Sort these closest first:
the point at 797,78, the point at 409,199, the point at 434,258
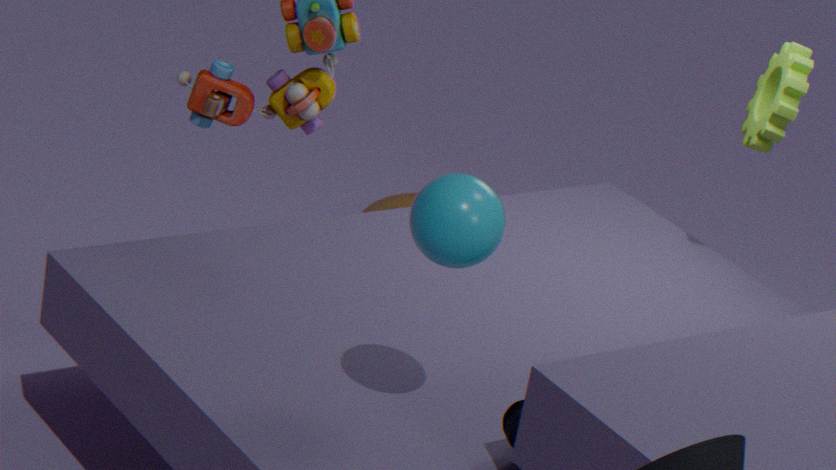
the point at 434,258
the point at 797,78
the point at 409,199
